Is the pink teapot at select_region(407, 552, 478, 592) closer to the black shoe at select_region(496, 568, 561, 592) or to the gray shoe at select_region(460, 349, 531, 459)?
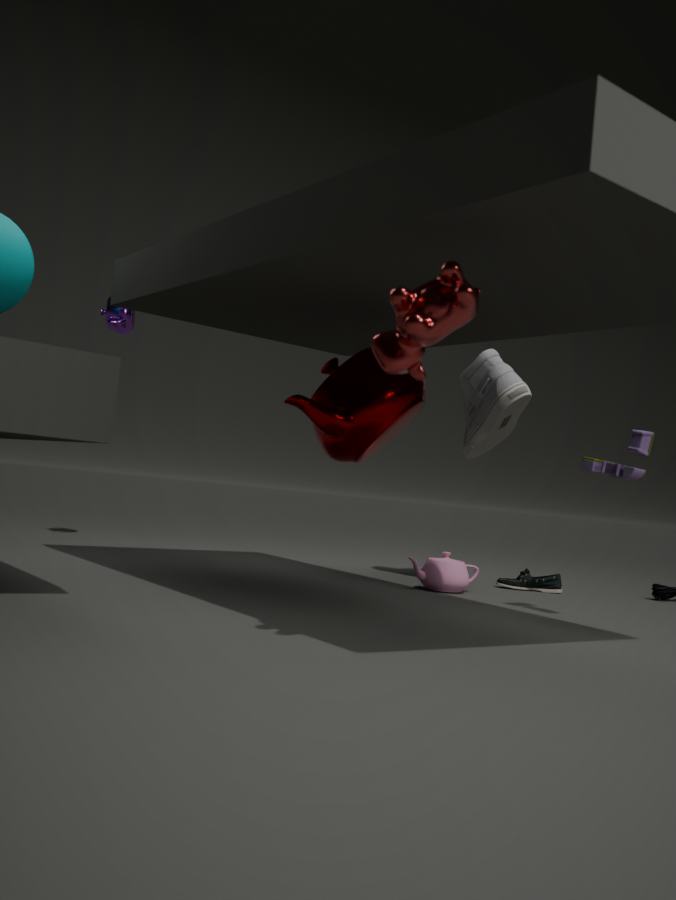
the black shoe at select_region(496, 568, 561, 592)
